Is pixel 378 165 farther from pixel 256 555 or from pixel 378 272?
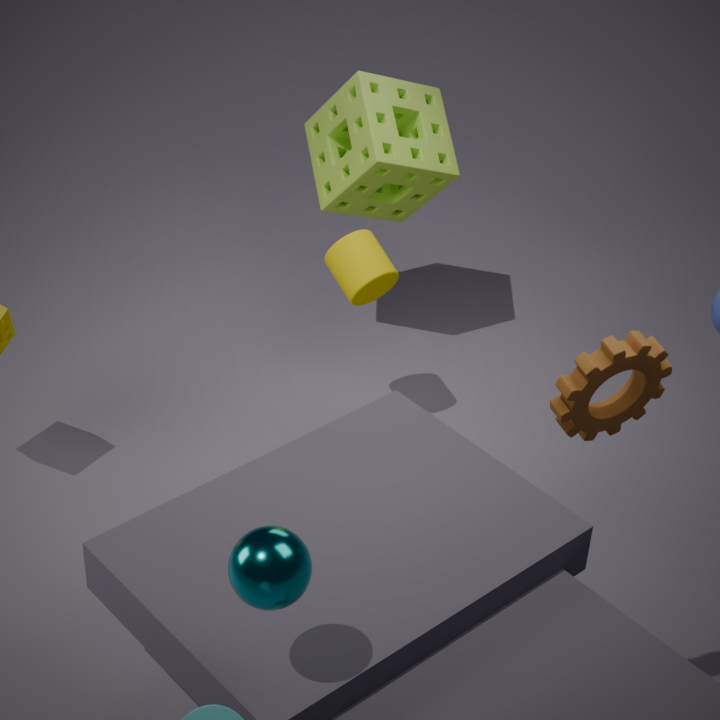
pixel 256 555
